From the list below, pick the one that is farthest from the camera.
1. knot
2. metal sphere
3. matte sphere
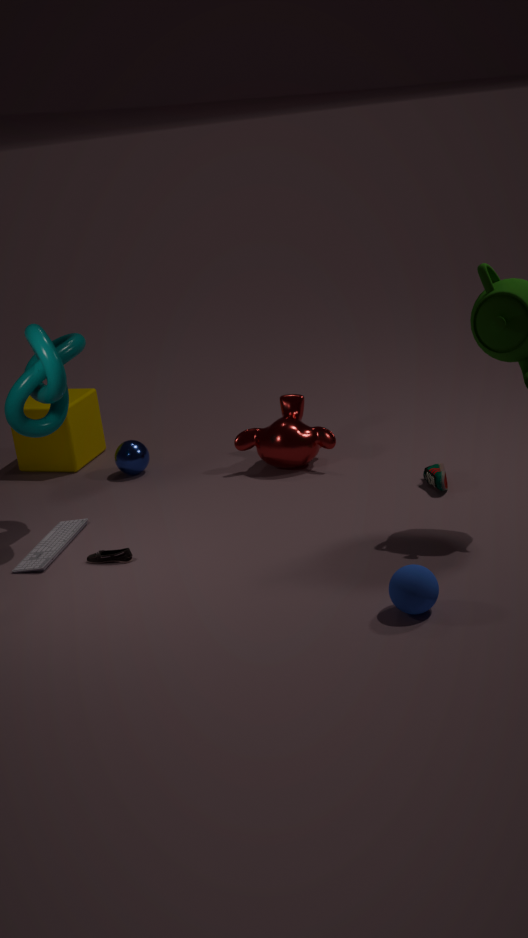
metal sphere
